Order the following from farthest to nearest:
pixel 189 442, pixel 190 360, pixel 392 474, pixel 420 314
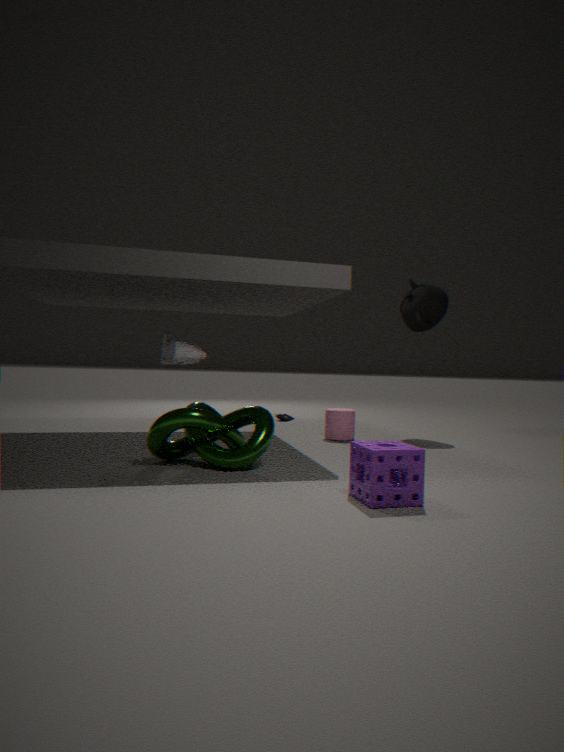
1. pixel 420 314
2. pixel 190 360
3. pixel 189 442
4. pixel 392 474
